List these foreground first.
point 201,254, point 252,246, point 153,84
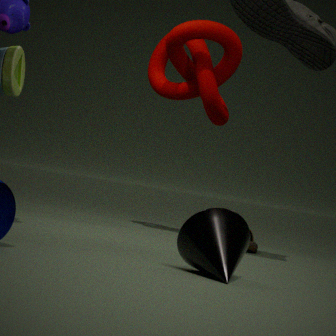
point 201,254 < point 252,246 < point 153,84
